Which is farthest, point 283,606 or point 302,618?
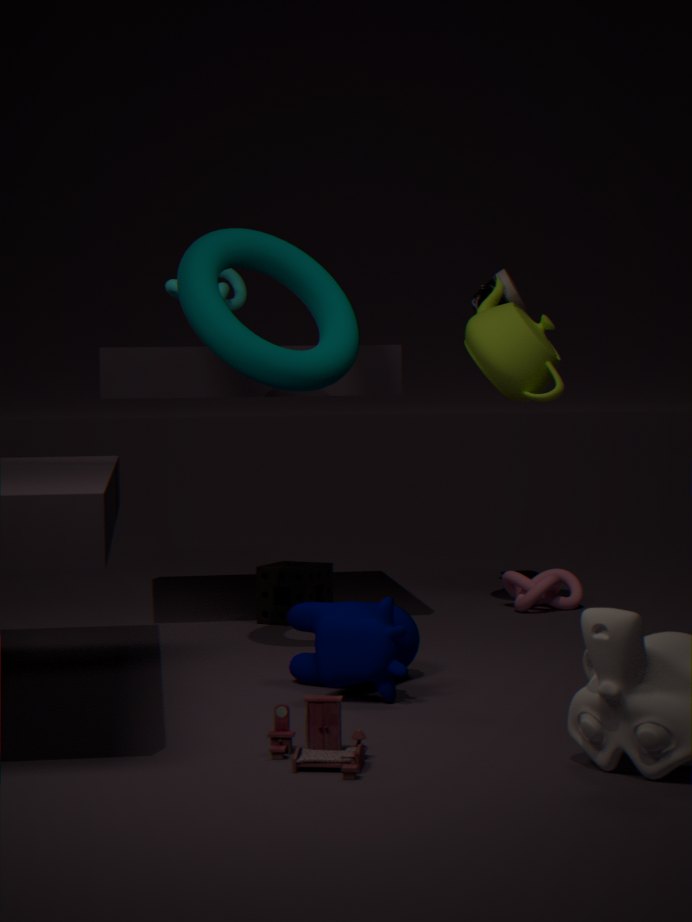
point 283,606
